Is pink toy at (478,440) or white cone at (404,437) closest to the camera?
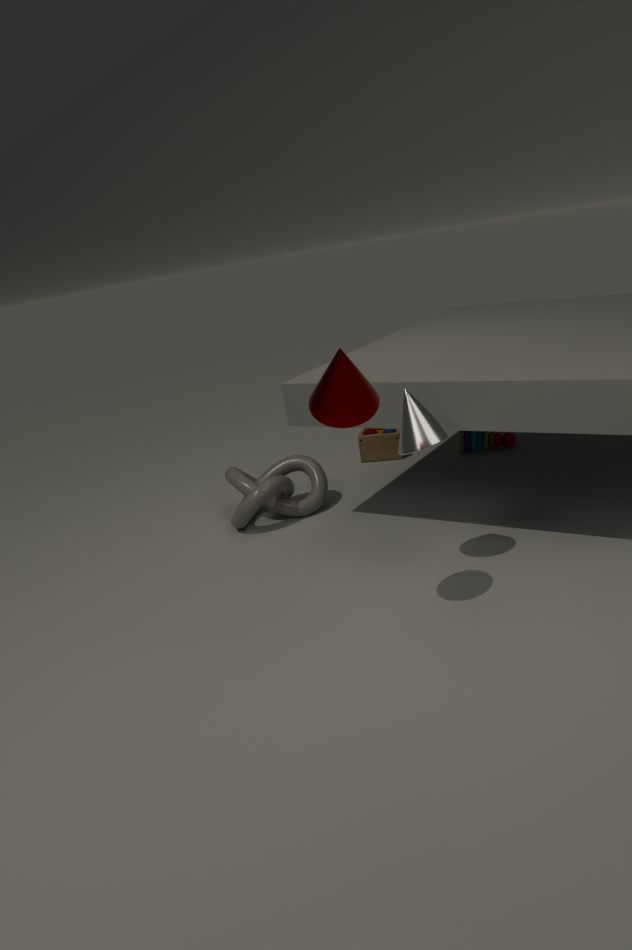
white cone at (404,437)
